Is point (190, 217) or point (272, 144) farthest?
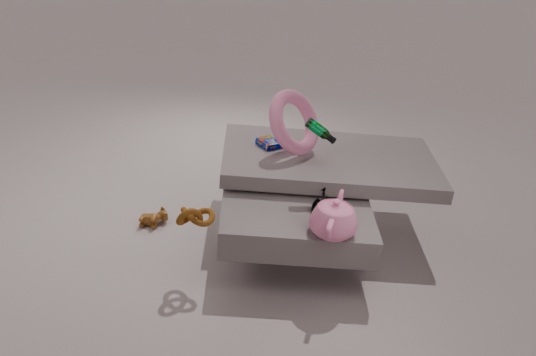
point (272, 144)
